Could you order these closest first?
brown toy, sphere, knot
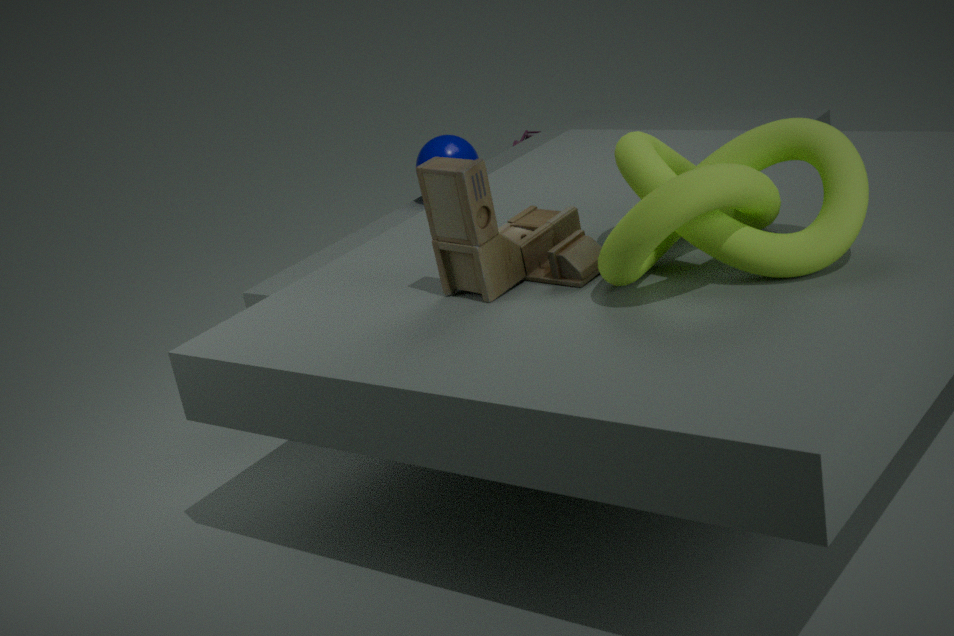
1. knot
2. brown toy
3. sphere
